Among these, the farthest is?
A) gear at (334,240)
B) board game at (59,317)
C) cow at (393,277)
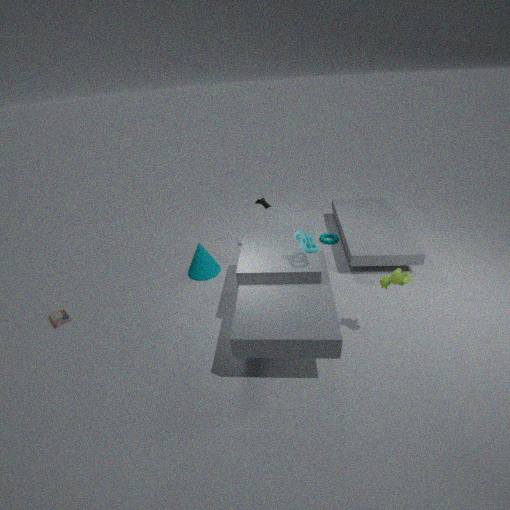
gear at (334,240)
